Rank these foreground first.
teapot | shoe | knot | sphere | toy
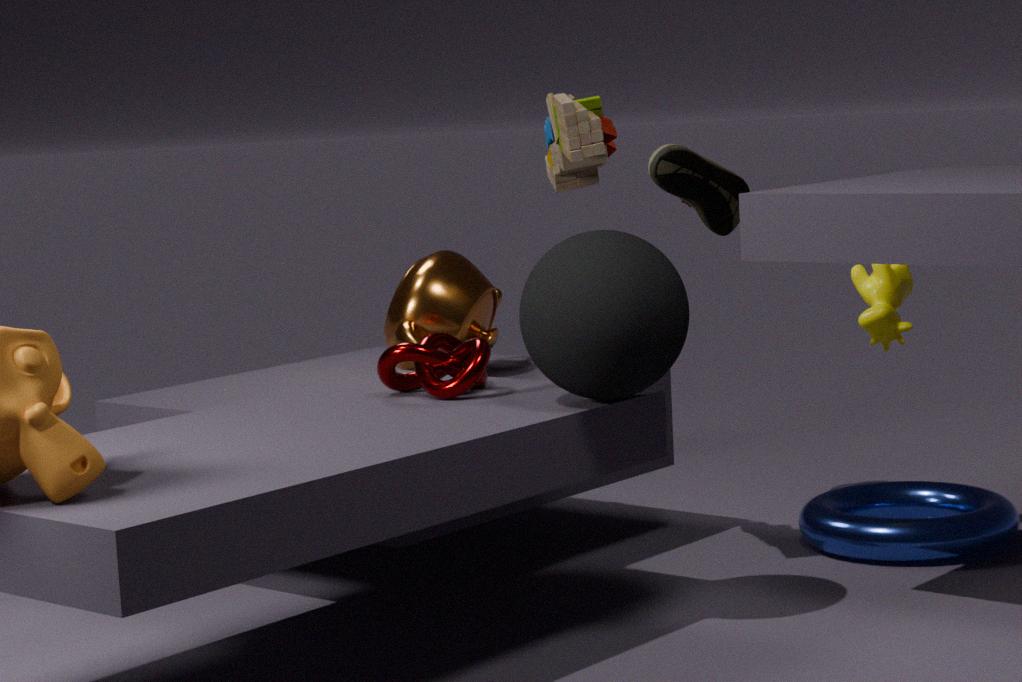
sphere < knot < toy < teapot < shoe
